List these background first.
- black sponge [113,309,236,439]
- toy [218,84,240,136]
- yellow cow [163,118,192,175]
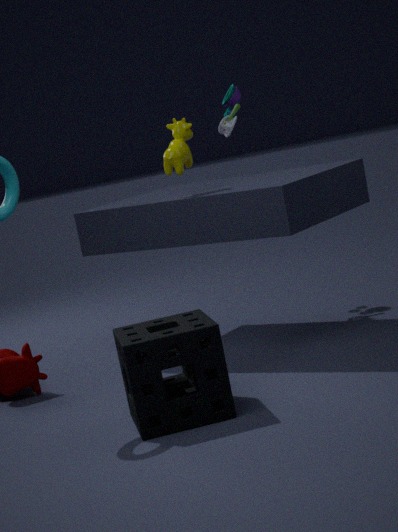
toy [218,84,240,136]
yellow cow [163,118,192,175]
black sponge [113,309,236,439]
